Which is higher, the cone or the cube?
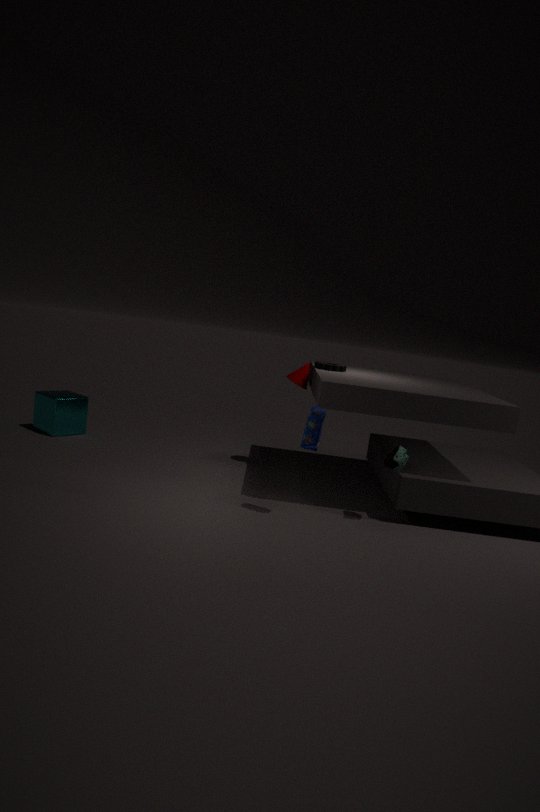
the cone
